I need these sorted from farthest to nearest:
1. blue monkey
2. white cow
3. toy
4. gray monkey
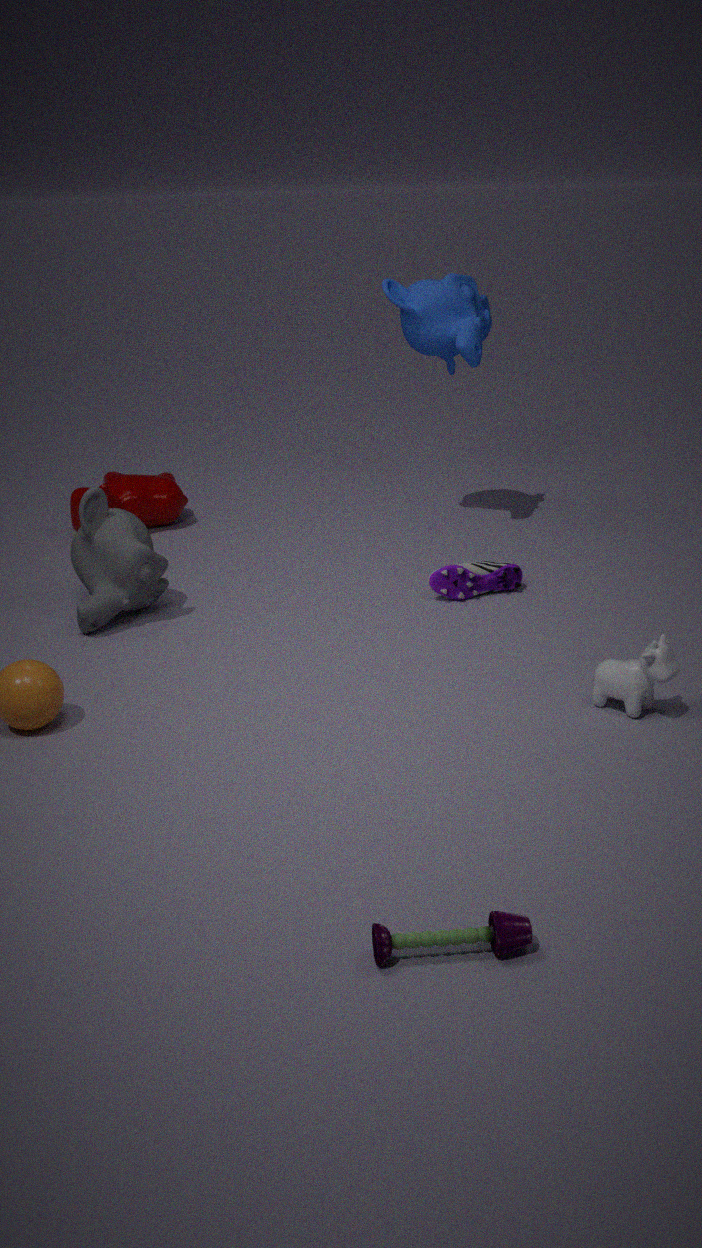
blue monkey → gray monkey → white cow → toy
